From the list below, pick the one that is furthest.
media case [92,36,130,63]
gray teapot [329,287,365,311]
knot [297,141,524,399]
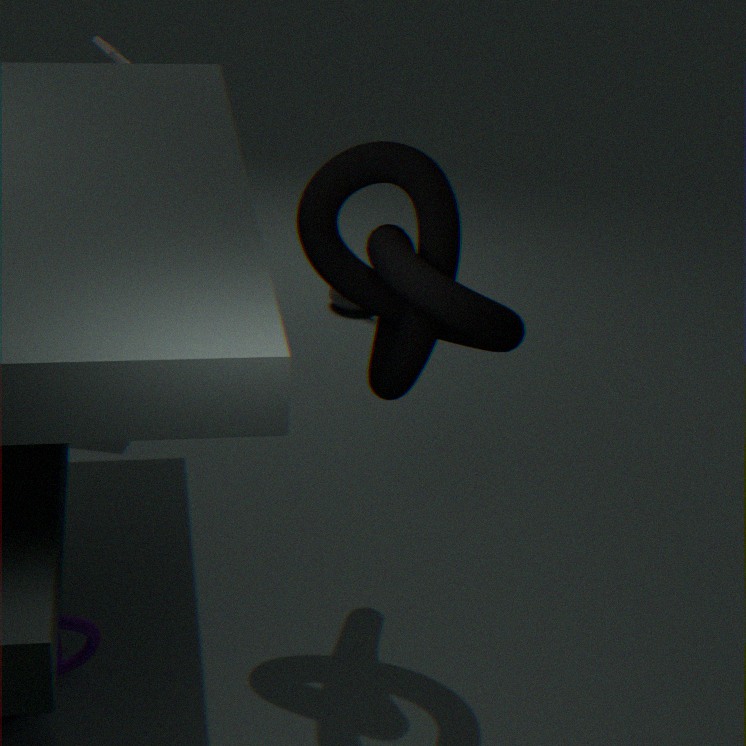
gray teapot [329,287,365,311]
